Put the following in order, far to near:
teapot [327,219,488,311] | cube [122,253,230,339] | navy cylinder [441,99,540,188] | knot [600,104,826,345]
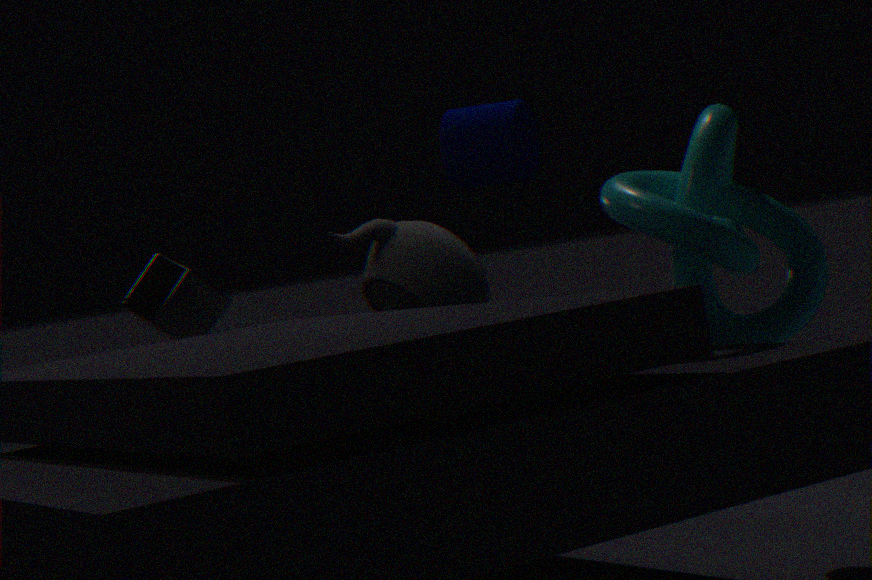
1. cube [122,253,230,339]
2. teapot [327,219,488,311]
3. navy cylinder [441,99,540,188]
4. knot [600,104,826,345]
